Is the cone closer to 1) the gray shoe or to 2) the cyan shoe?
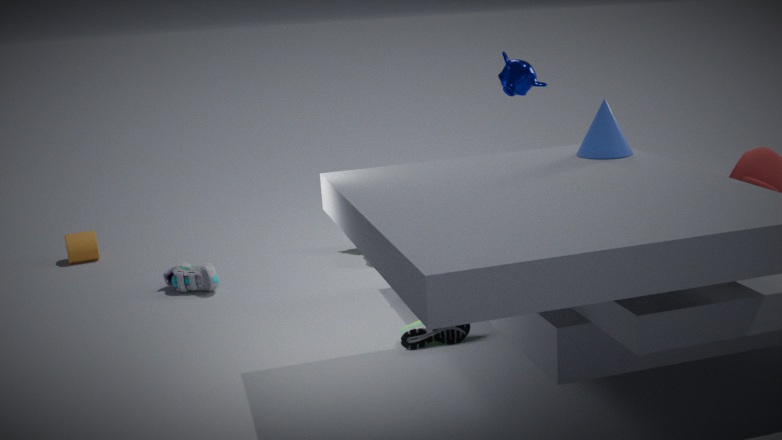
2) the cyan shoe
